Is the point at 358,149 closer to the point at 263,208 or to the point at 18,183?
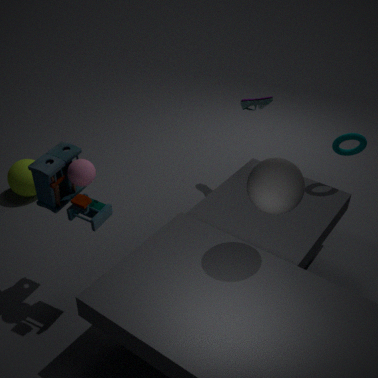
the point at 263,208
